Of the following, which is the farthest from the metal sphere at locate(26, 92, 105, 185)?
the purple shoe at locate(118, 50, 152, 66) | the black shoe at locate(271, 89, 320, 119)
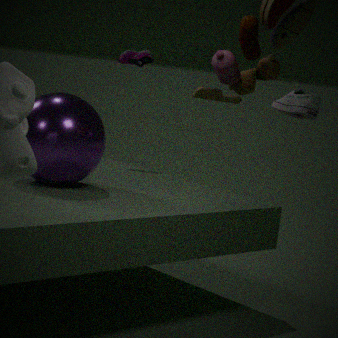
the purple shoe at locate(118, 50, 152, 66)
